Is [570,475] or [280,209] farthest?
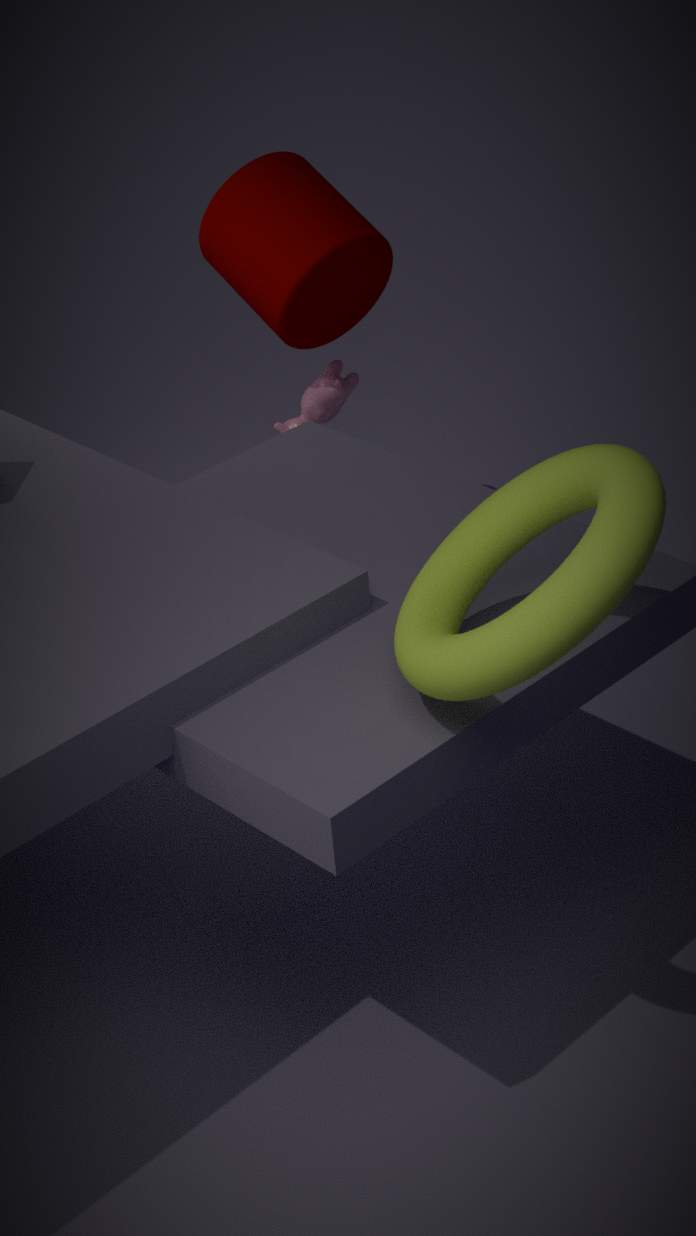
[280,209]
